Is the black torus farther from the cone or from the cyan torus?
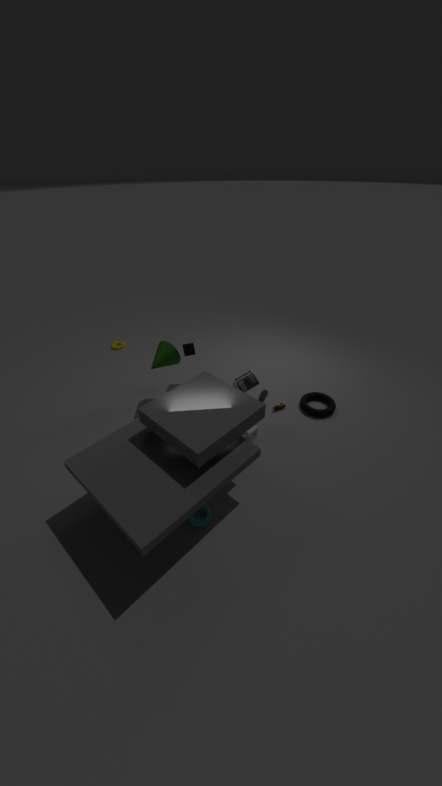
the cyan torus
